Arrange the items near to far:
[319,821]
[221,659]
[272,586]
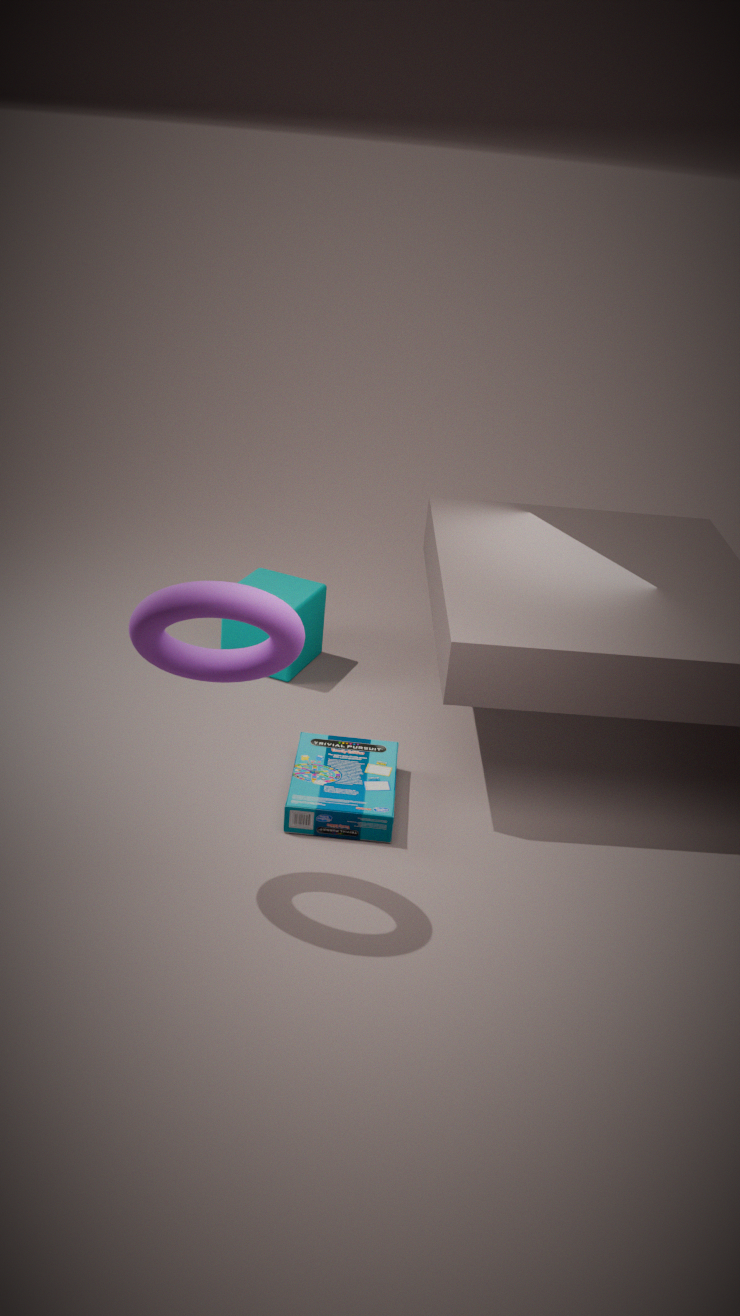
[221,659] → [319,821] → [272,586]
